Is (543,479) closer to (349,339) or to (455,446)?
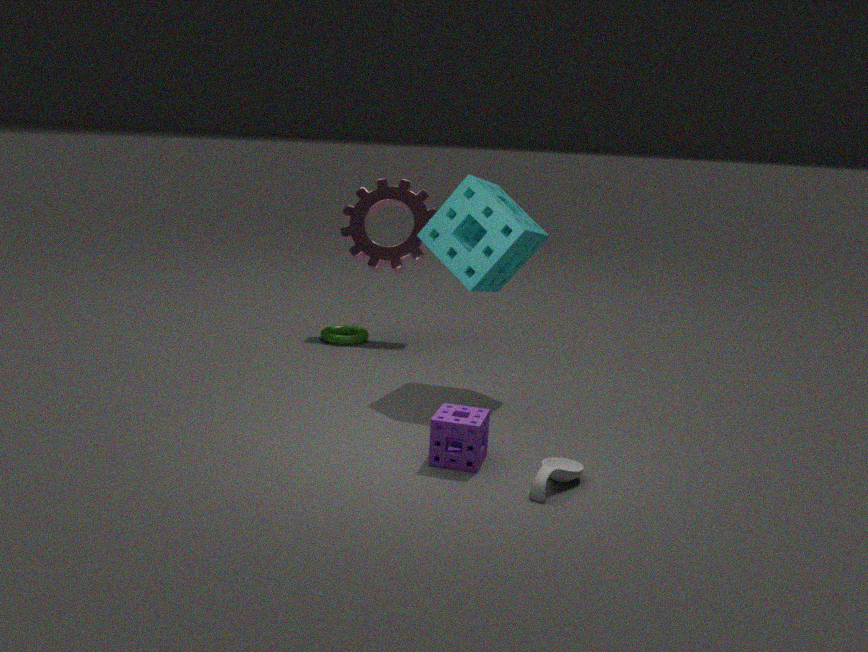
(455,446)
